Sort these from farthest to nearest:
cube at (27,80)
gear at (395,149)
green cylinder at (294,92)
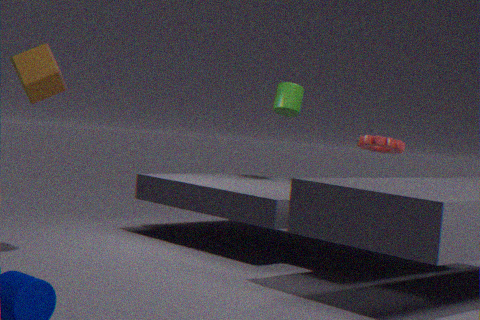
green cylinder at (294,92), gear at (395,149), cube at (27,80)
